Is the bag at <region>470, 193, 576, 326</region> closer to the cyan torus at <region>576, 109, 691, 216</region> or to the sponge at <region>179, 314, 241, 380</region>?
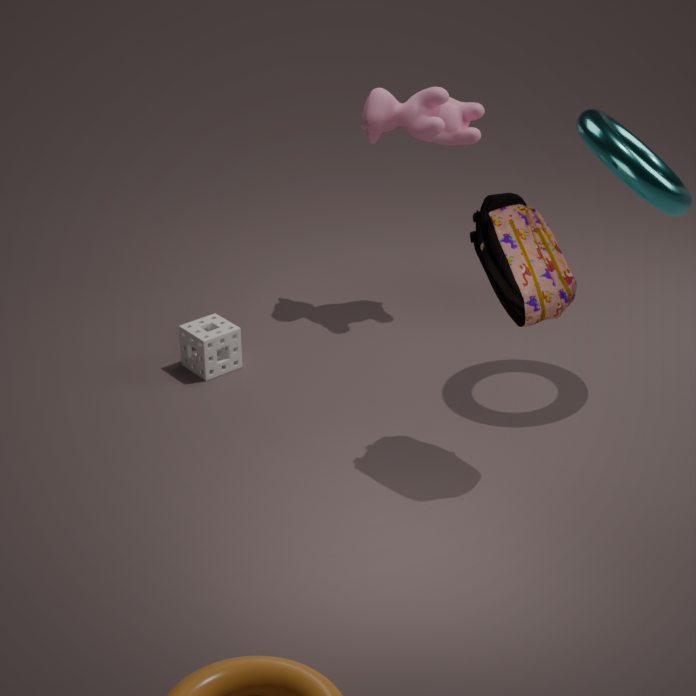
the cyan torus at <region>576, 109, 691, 216</region>
